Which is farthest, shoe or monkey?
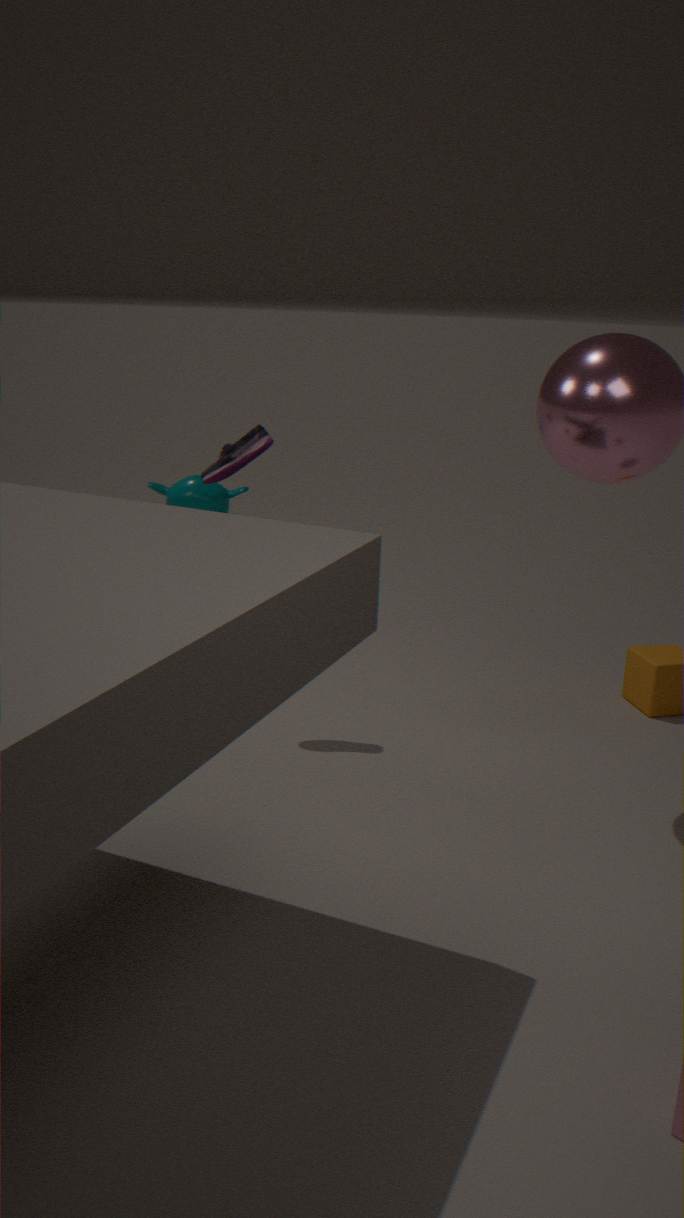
monkey
